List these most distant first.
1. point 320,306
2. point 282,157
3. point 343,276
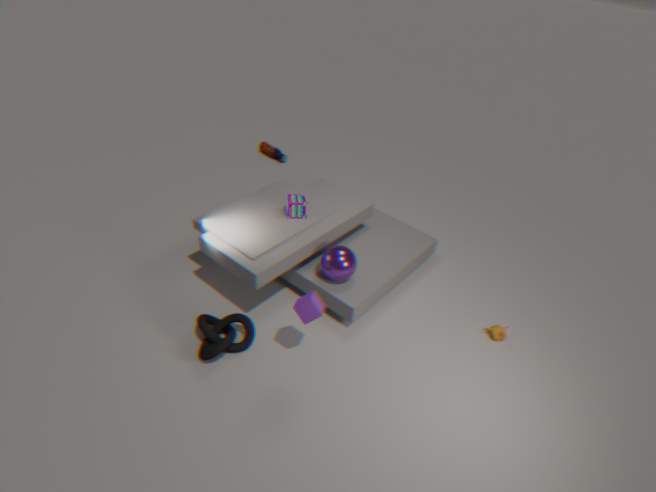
point 282,157
point 343,276
point 320,306
